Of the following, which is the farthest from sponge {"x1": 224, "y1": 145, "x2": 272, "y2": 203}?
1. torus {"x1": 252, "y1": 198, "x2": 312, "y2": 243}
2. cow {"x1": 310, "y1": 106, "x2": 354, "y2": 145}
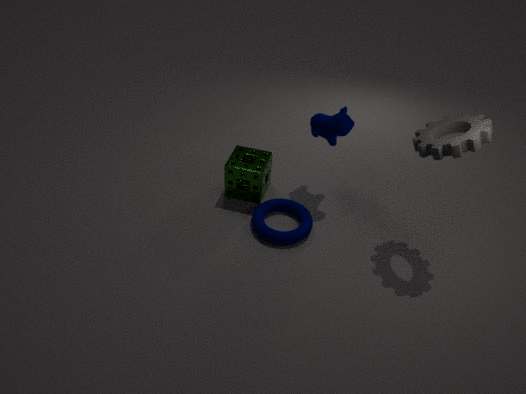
cow {"x1": 310, "y1": 106, "x2": 354, "y2": 145}
